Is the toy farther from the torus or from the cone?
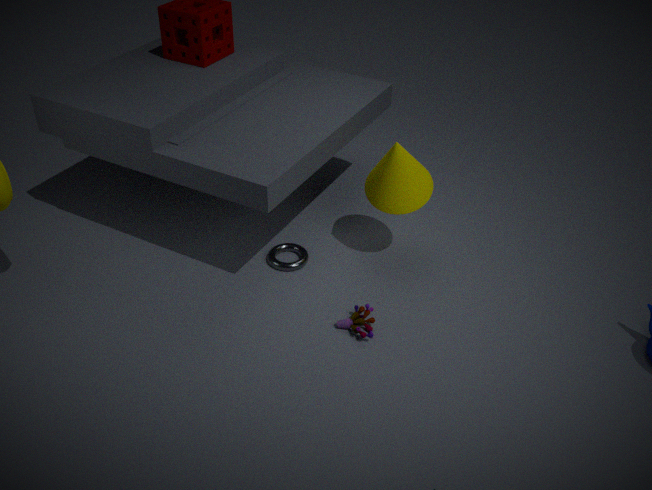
the cone
